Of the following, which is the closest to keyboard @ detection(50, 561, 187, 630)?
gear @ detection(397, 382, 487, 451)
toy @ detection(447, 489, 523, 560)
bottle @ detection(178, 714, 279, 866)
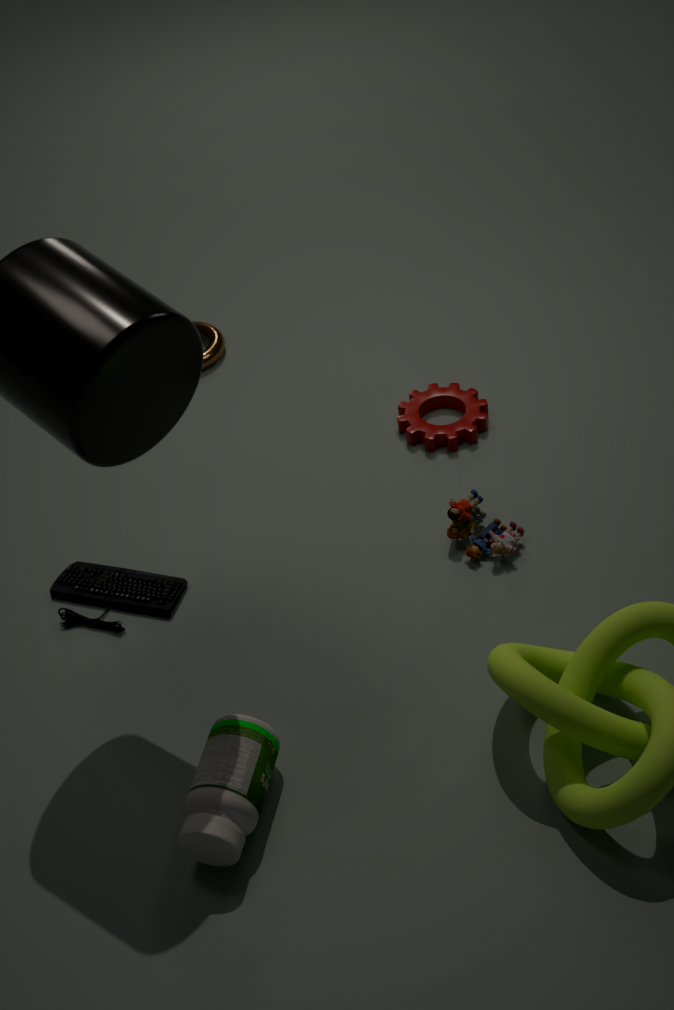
bottle @ detection(178, 714, 279, 866)
